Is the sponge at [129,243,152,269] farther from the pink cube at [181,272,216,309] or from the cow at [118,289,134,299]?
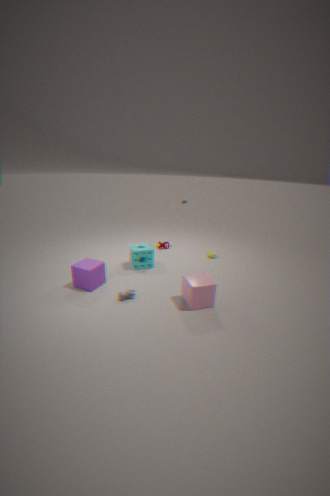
the pink cube at [181,272,216,309]
